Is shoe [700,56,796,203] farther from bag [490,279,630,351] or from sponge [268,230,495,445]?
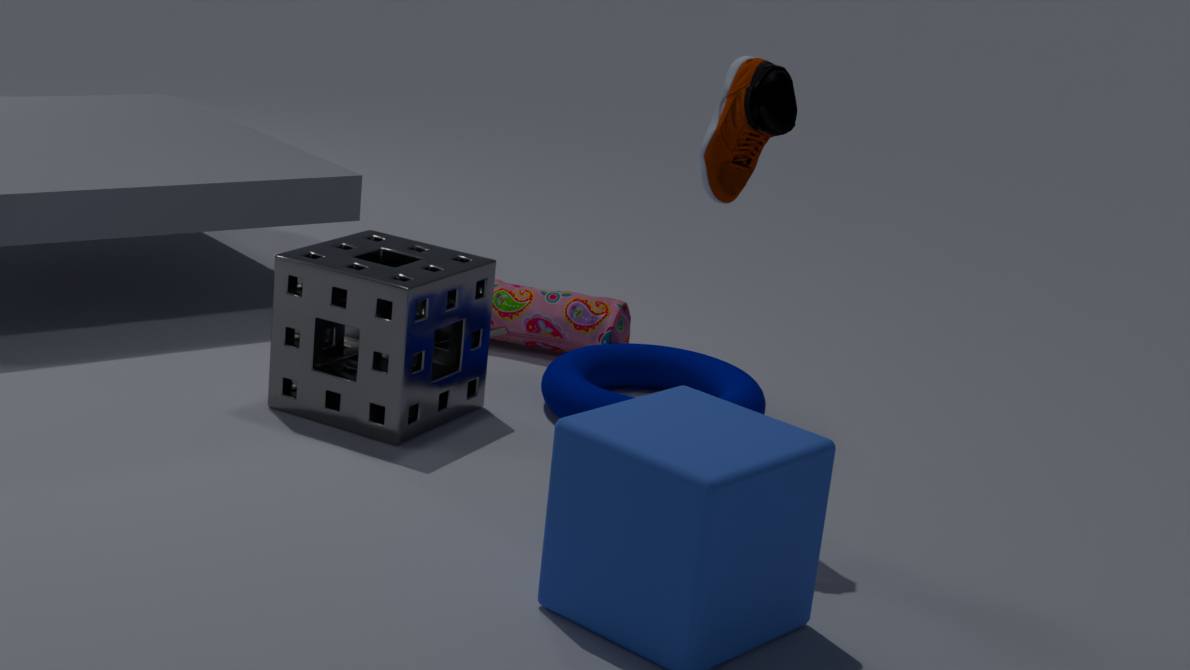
bag [490,279,630,351]
